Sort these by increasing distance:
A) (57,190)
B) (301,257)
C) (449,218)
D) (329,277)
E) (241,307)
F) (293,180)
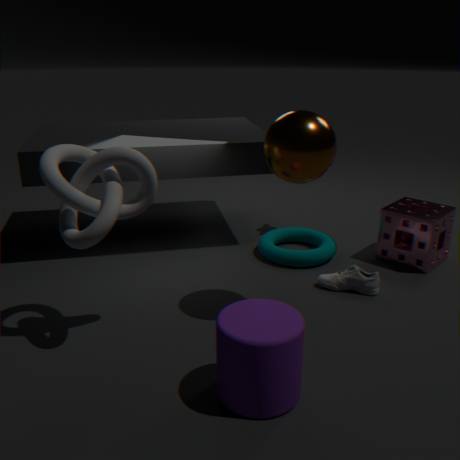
(241,307)
(57,190)
(293,180)
(329,277)
(301,257)
(449,218)
